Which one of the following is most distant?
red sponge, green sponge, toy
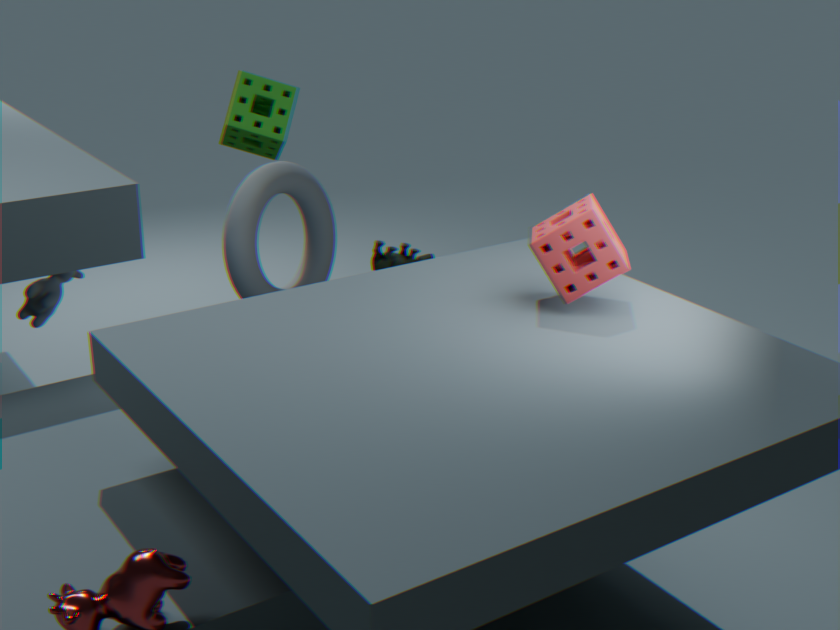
toy
